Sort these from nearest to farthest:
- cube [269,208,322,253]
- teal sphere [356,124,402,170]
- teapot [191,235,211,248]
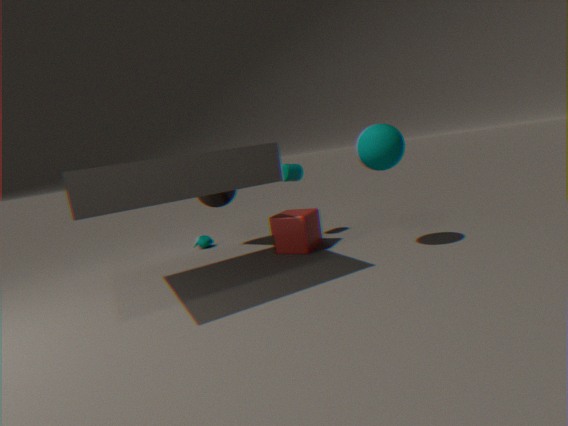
teal sphere [356,124,402,170] → cube [269,208,322,253] → teapot [191,235,211,248]
